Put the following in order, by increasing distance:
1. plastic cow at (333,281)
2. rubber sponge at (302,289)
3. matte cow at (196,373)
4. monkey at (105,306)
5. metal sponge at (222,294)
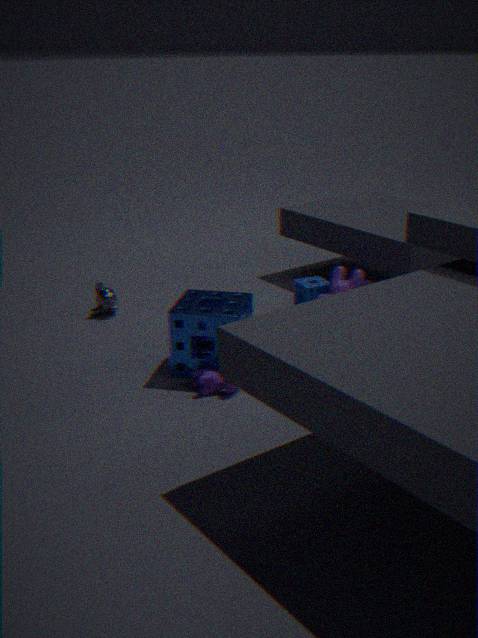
1. matte cow at (196,373)
2. metal sponge at (222,294)
3. plastic cow at (333,281)
4. rubber sponge at (302,289)
5. monkey at (105,306)
